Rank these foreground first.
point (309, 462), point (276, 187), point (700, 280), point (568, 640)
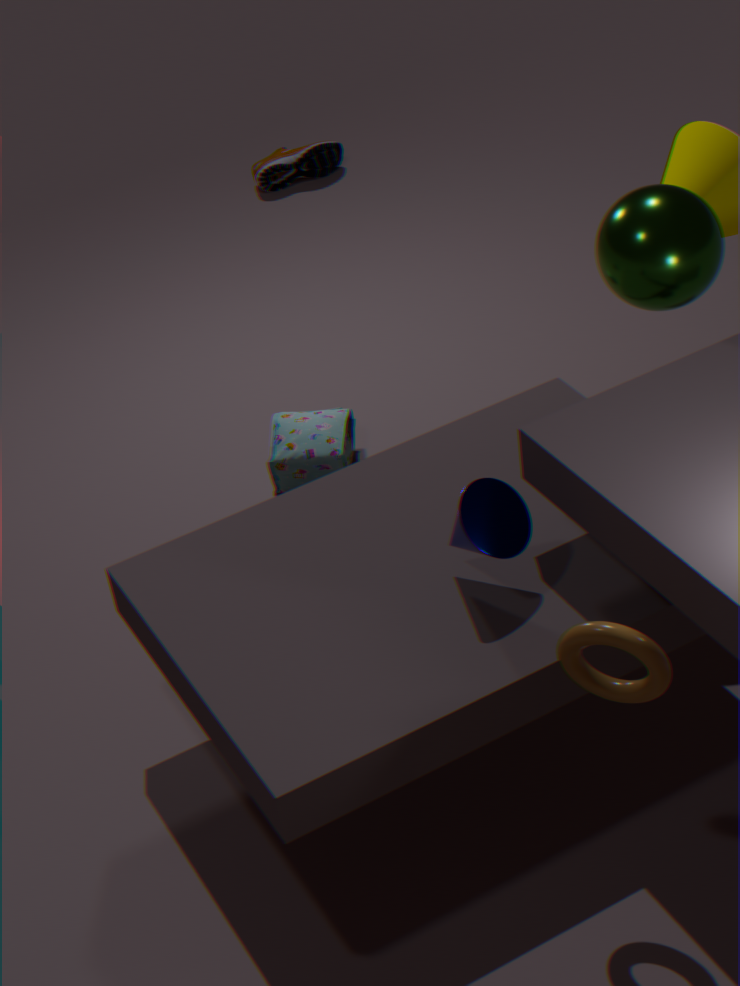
1. point (568, 640)
2. point (700, 280)
3. point (309, 462)
4. point (276, 187)
